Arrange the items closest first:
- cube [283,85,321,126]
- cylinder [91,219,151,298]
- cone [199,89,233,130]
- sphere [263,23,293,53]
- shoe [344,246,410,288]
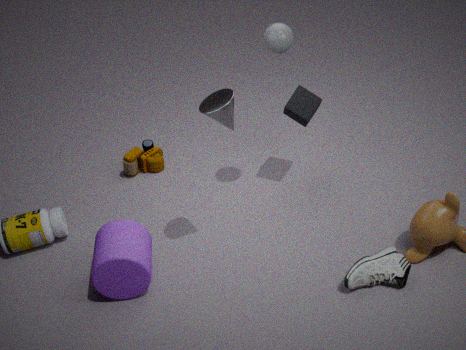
cone [199,89,233,130]
shoe [344,246,410,288]
sphere [263,23,293,53]
cylinder [91,219,151,298]
cube [283,85,321,126]
